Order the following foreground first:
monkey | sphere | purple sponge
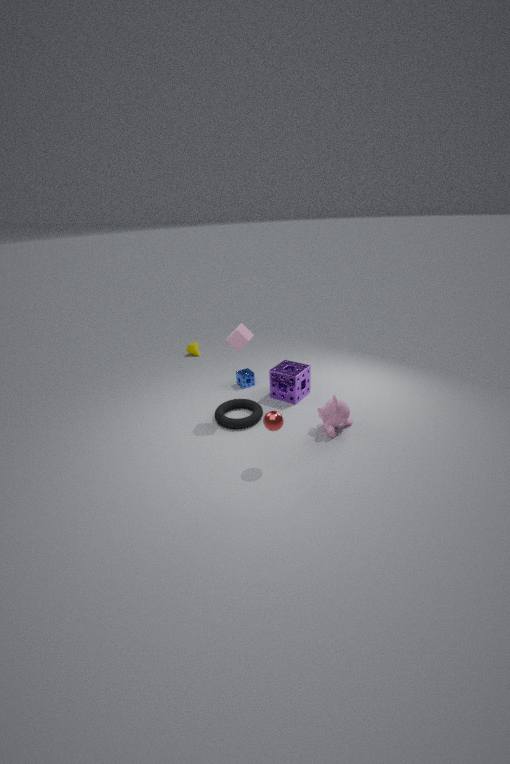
sphere
monkey
purple sponge
